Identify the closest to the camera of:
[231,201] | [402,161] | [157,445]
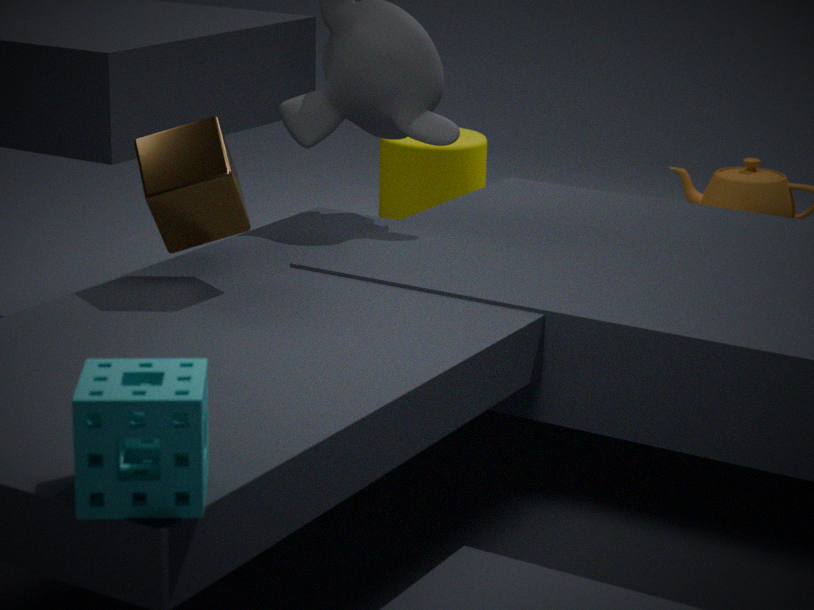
[157,445]
